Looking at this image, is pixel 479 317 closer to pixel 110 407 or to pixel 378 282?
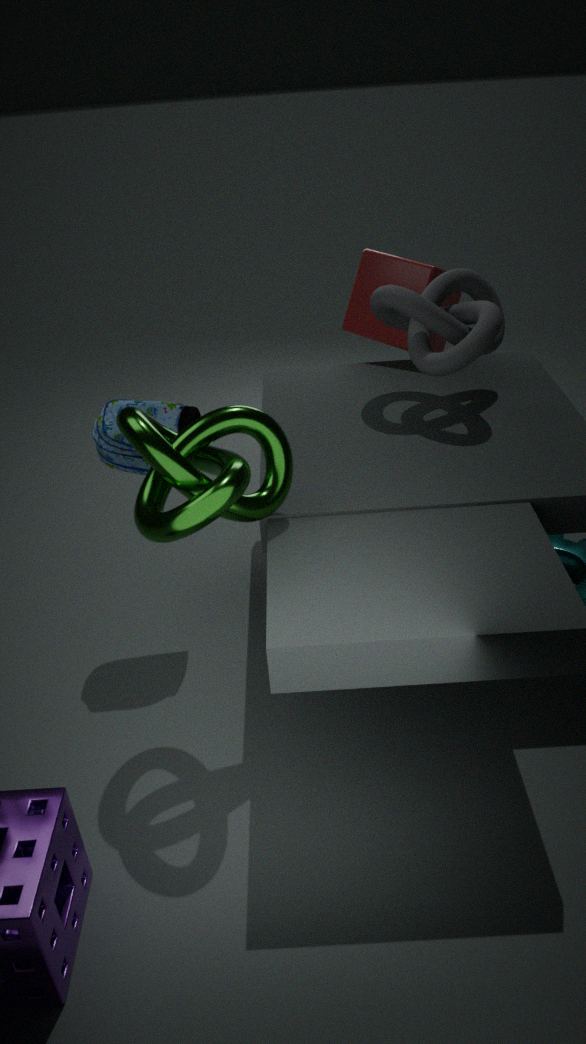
pixel 378 282
